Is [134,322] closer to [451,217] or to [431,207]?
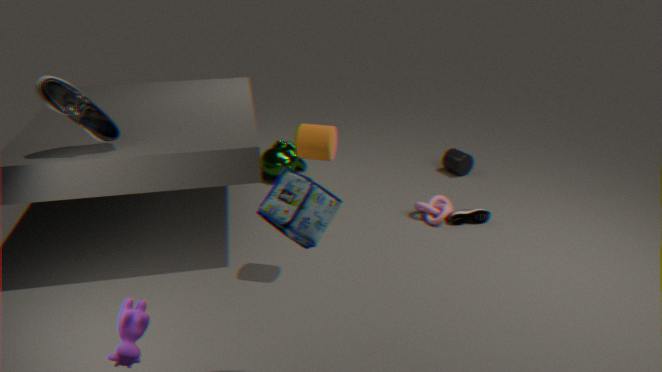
[431,207]
